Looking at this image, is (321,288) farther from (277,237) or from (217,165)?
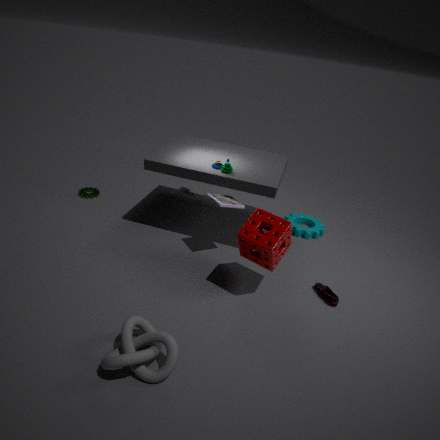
(217,165)
